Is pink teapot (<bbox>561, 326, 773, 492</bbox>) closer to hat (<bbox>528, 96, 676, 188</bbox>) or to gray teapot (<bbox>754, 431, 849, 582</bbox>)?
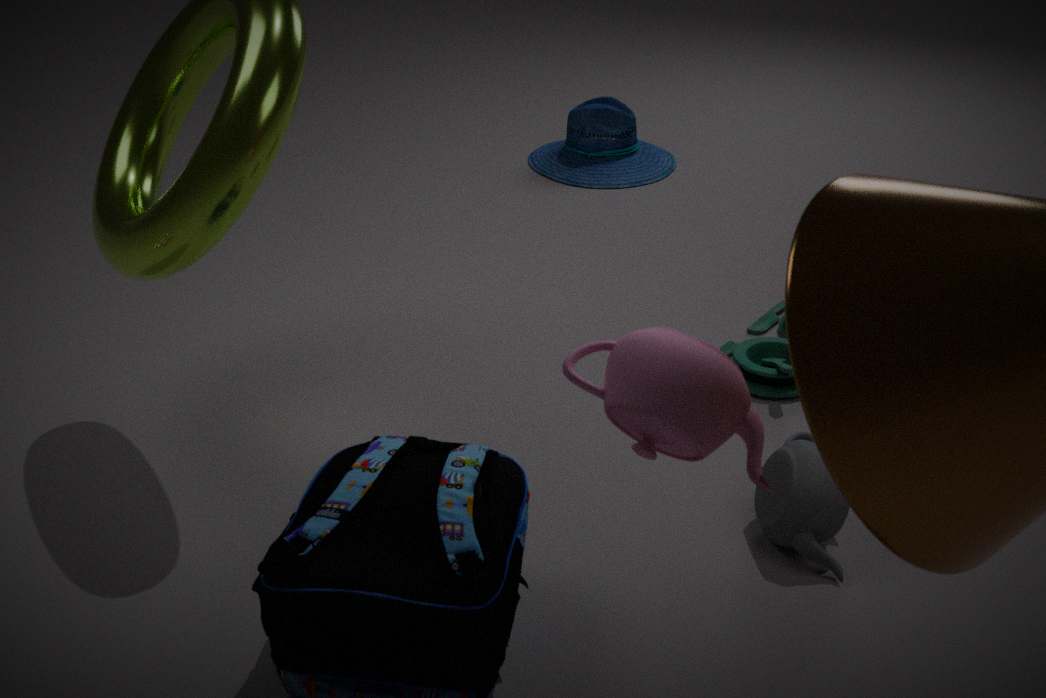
gray teapot (<bbox>754, 431, 849, 582</bbox>)
